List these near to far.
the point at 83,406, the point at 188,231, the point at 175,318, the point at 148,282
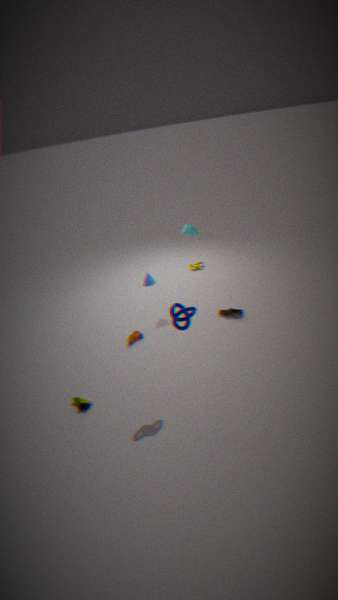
the point at 175,318 < the point at 83,406 < the point at 188,231 < the point at 148,282
